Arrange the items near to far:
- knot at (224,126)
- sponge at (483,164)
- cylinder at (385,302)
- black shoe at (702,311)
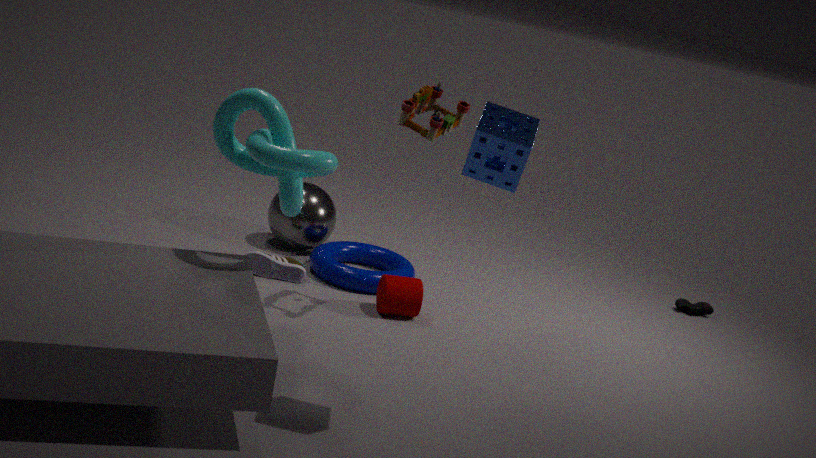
1. sponge at (483,164)
2. knot at (224,126)
3. cylinder at (385,302)
4. black shoe at (702,311)
